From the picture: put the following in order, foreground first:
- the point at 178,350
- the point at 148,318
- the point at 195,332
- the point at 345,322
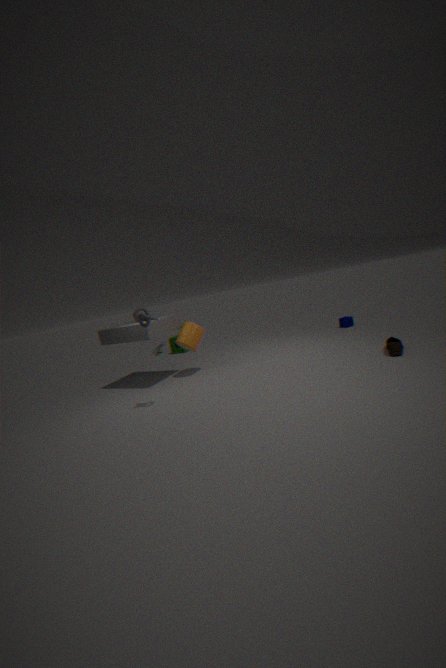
the point at 148,318 → the point at 195,332 → the point at 345,322 → the point at 178,350
